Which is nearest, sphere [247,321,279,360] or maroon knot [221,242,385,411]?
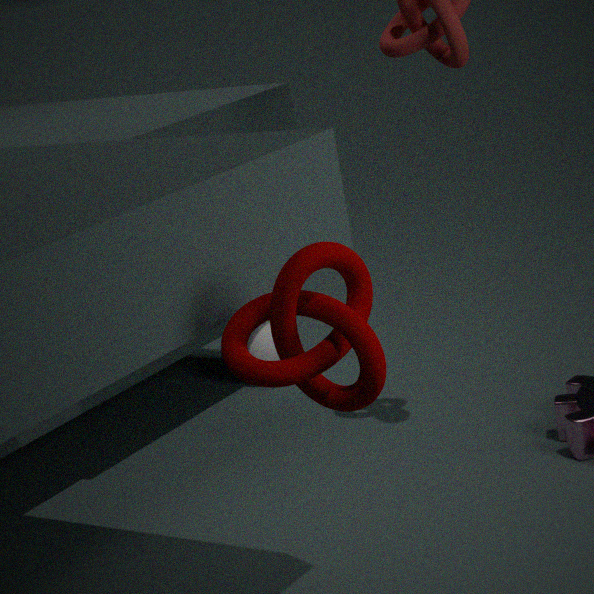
maroon knot [221,242,385,411]
